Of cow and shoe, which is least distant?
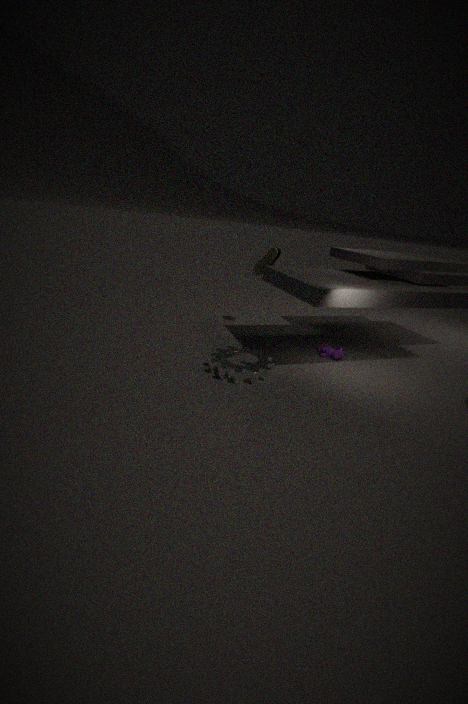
cow
